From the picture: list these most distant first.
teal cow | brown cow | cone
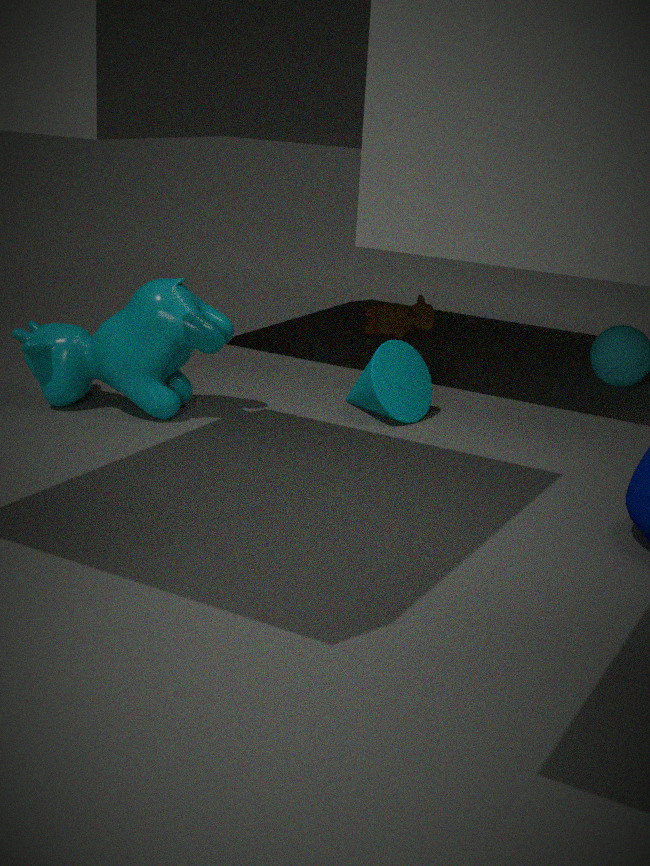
brown cow → cone → teal cow
